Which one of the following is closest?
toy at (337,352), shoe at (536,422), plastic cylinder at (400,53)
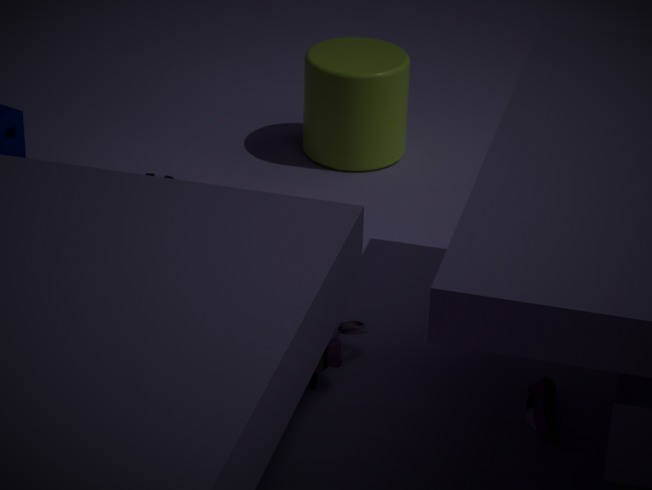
shoe at (536,422)
